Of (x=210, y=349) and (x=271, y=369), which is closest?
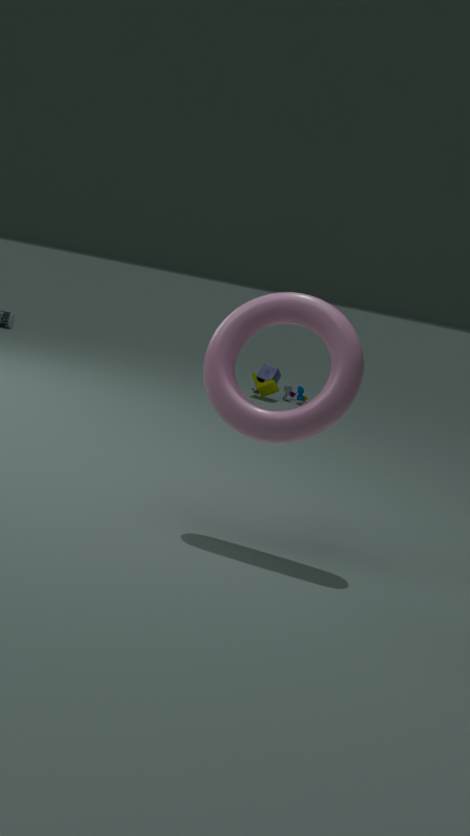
Answer: (x=210, y=349)
